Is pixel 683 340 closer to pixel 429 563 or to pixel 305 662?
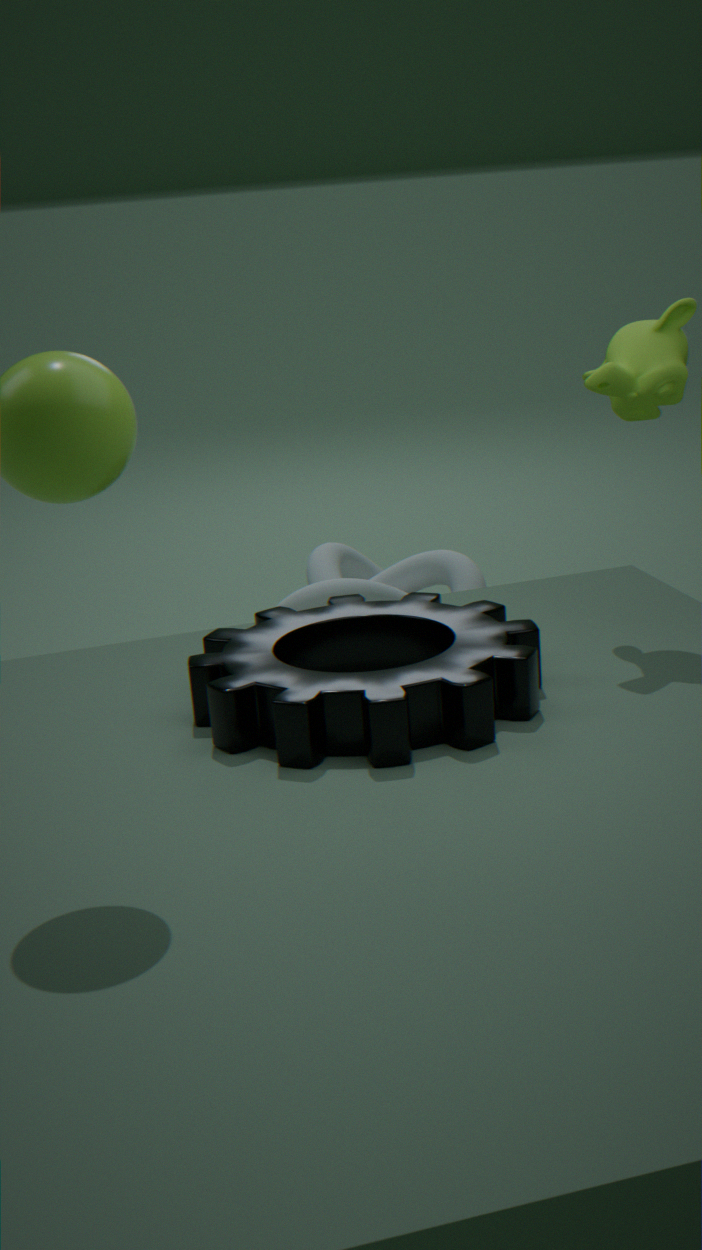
pixel 305 662
